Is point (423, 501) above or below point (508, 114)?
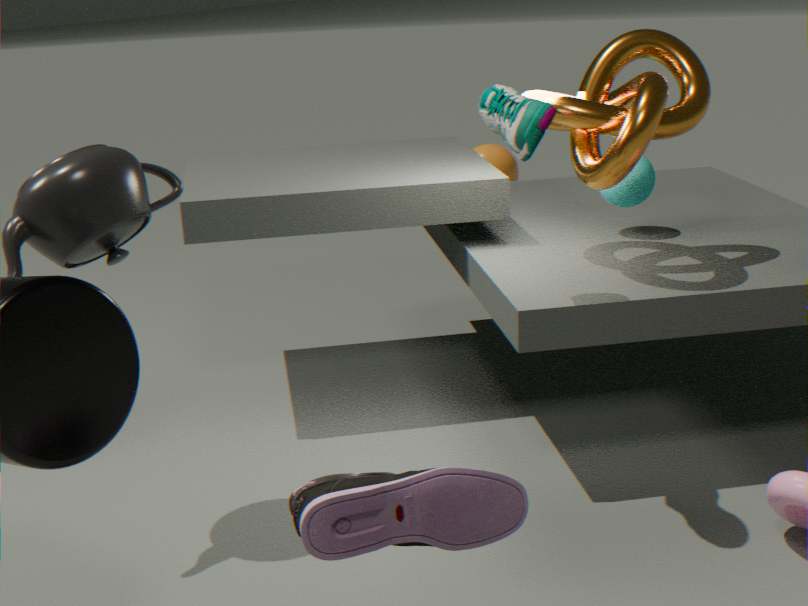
below
